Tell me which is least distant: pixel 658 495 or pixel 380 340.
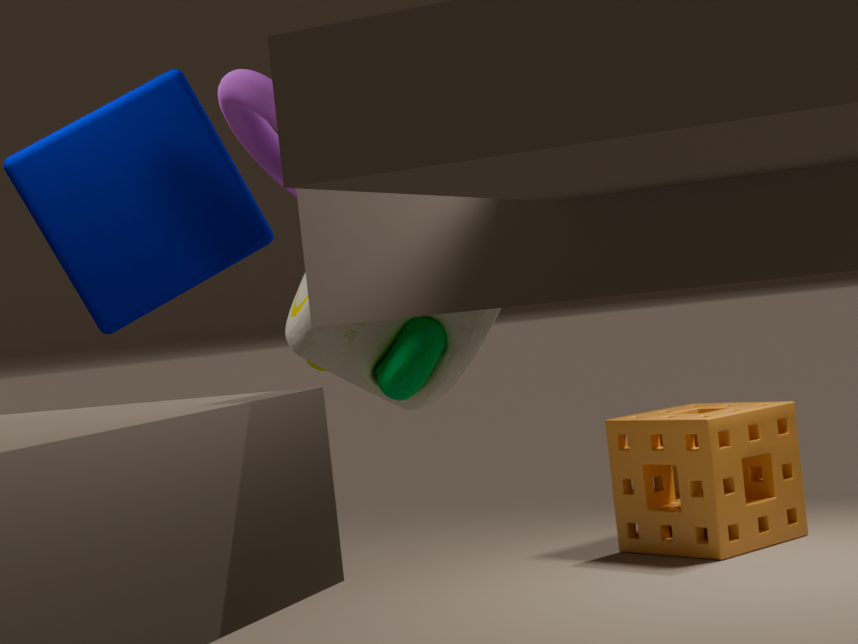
pixel 380 340
